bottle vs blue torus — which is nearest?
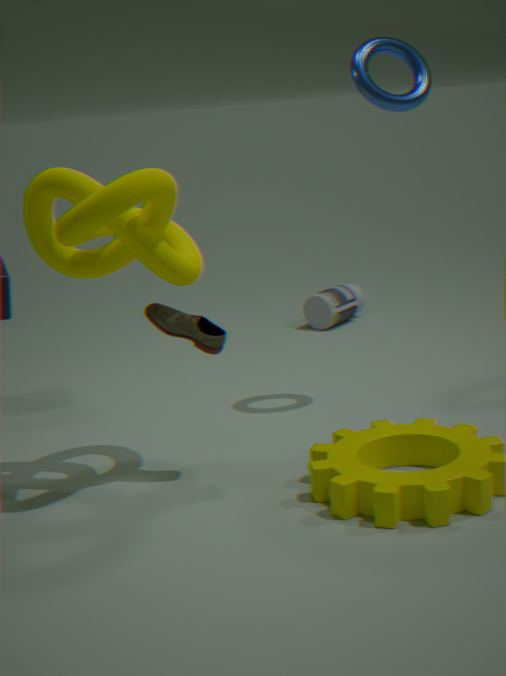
blue torus
